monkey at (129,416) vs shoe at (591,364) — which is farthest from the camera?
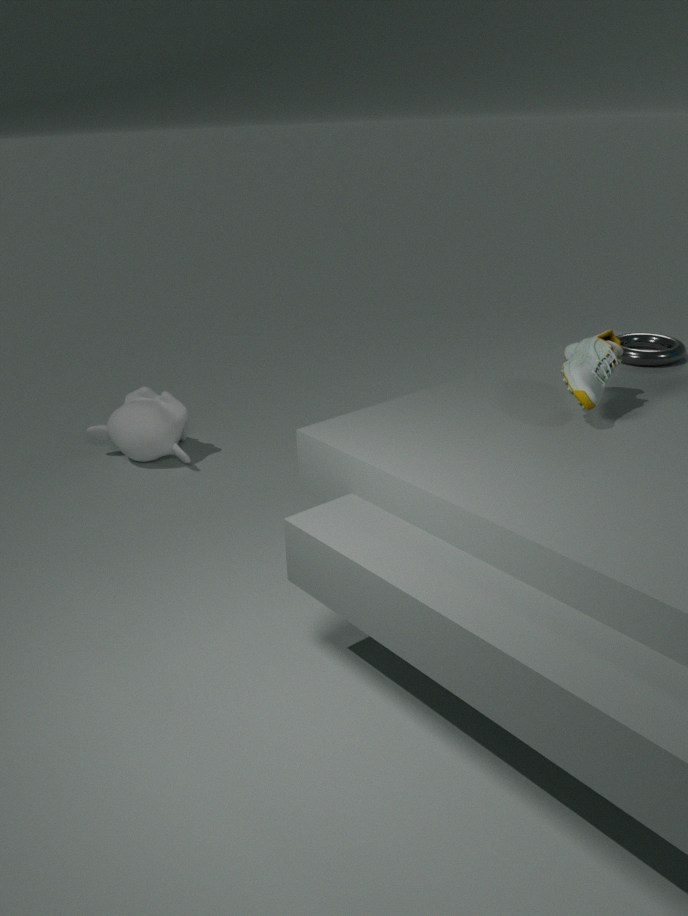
monkey at (129,416)
